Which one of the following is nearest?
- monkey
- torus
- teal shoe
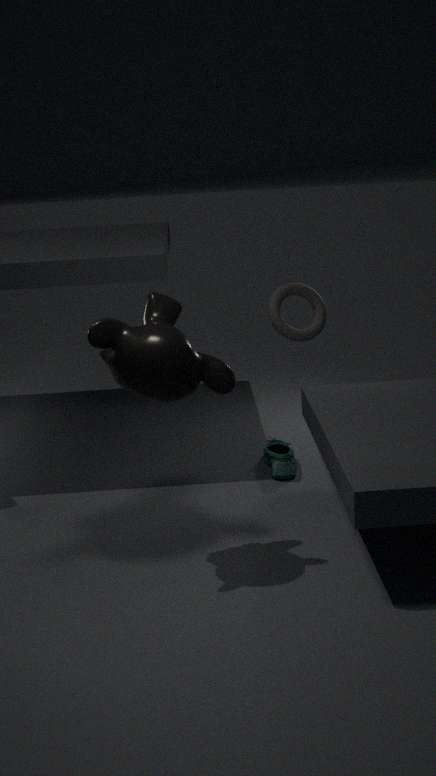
monkey
